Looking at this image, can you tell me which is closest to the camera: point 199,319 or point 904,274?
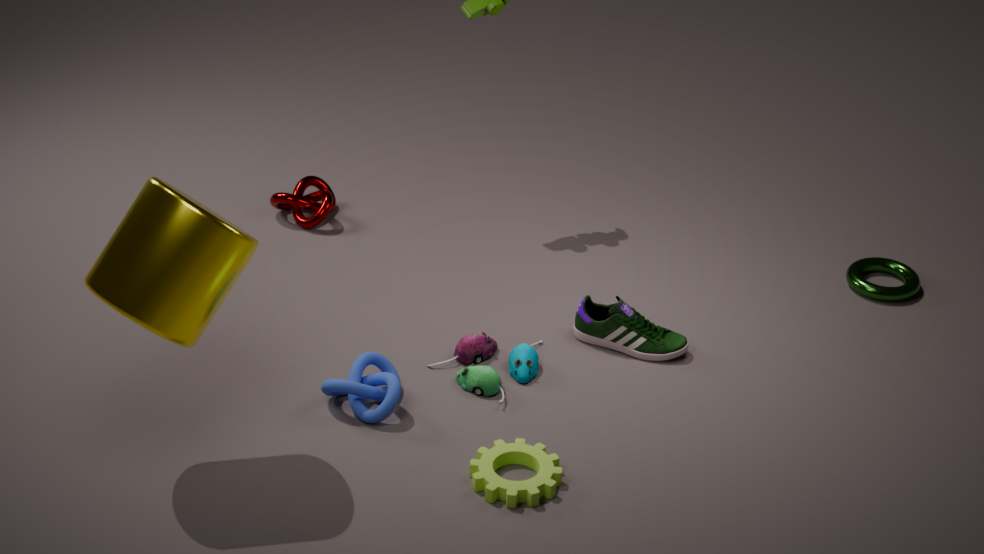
point 199,319
